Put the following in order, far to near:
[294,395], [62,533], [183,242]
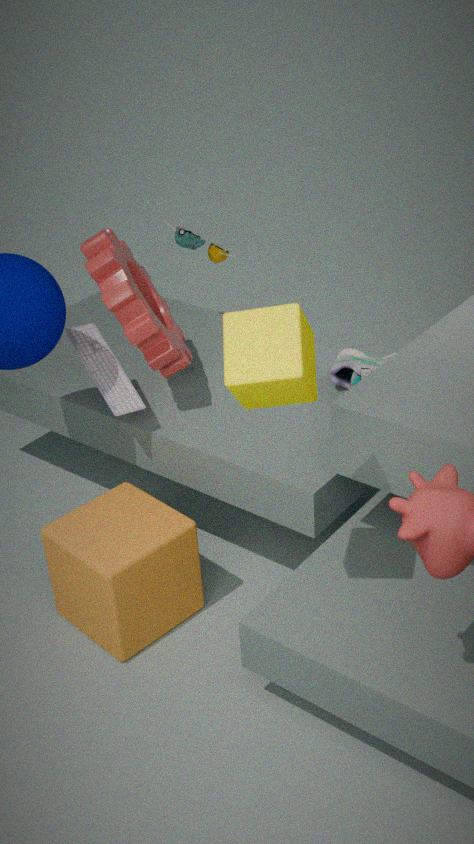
1. [183,242]
2. [62,533]
3. [294,395]
